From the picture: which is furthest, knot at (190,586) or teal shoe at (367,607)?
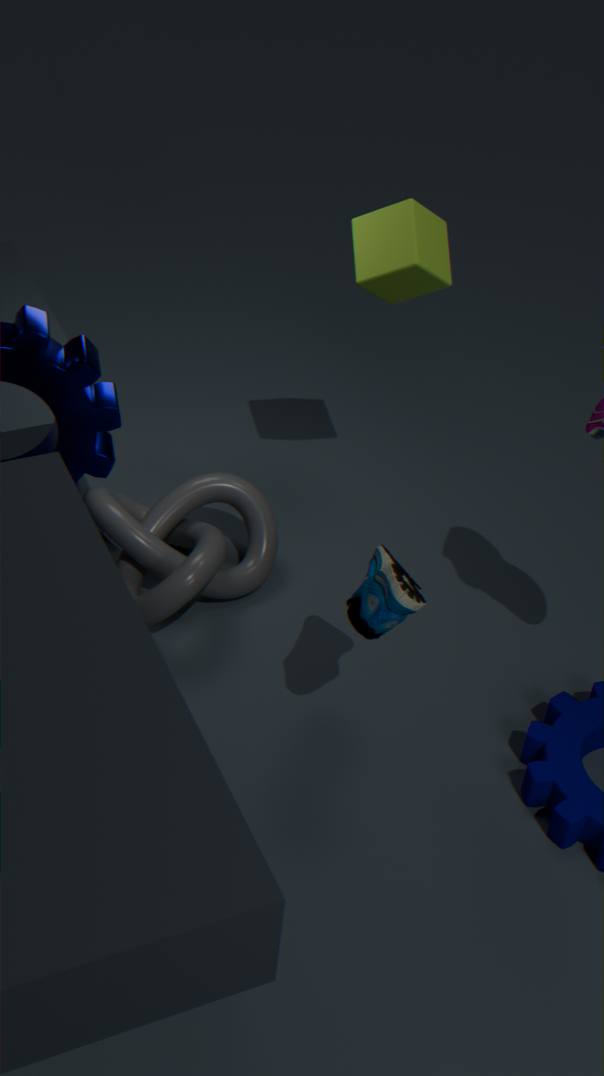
knot at (190,586)
